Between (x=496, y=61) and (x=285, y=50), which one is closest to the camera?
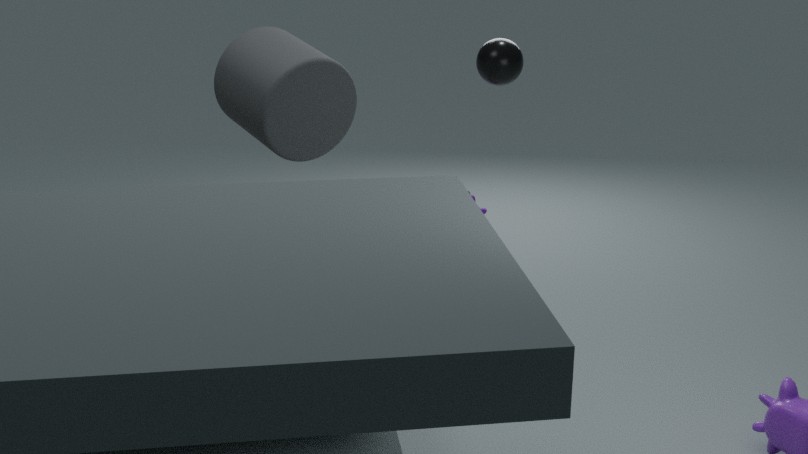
(x=285, y=50)
